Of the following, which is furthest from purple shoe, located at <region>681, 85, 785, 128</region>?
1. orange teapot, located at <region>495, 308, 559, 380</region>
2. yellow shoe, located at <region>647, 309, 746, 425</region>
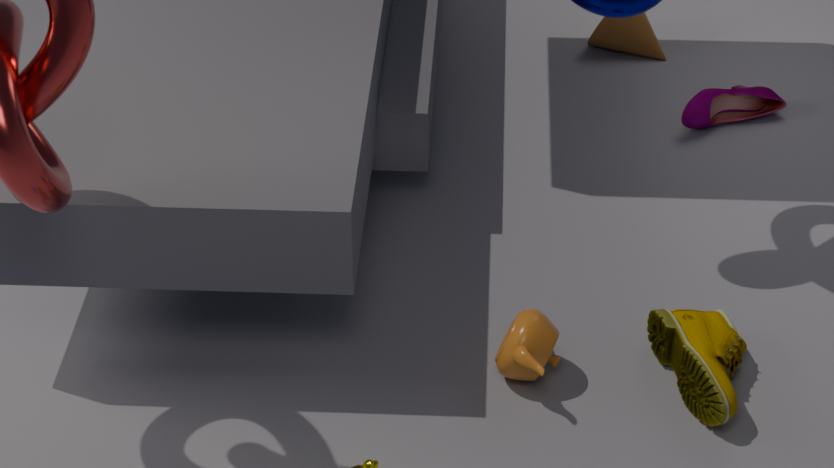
orange teapot, located at <region>495, 308, 559, 380</region>
